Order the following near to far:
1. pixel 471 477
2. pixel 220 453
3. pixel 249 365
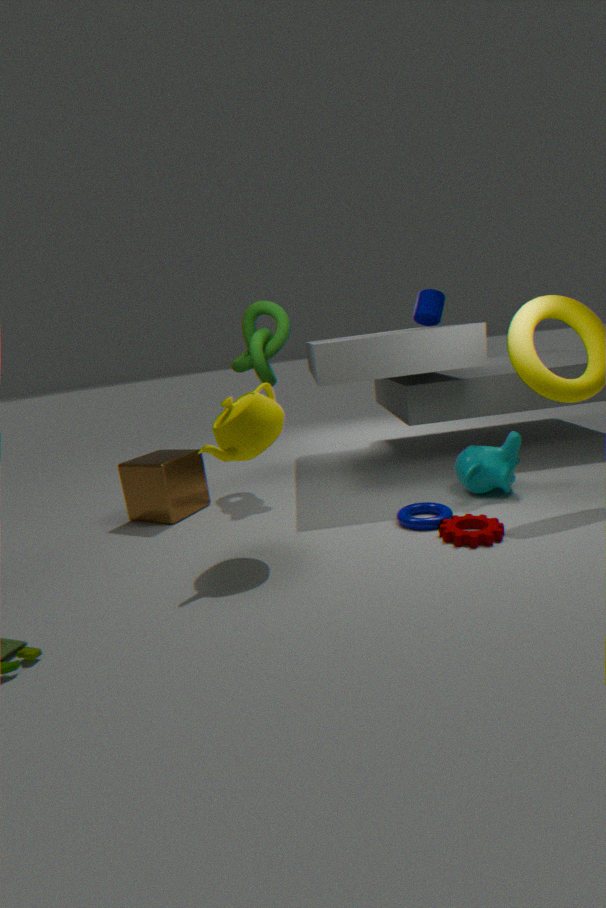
pixel 220 453, pixel 471 477, pixel 249 365
